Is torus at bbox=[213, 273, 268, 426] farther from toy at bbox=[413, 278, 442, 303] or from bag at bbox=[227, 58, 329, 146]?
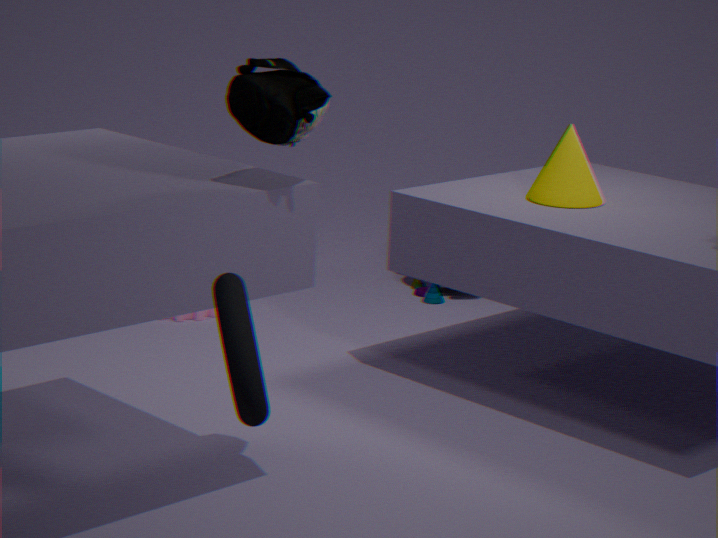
toy at bbox=[413, 278, 442, 303]
